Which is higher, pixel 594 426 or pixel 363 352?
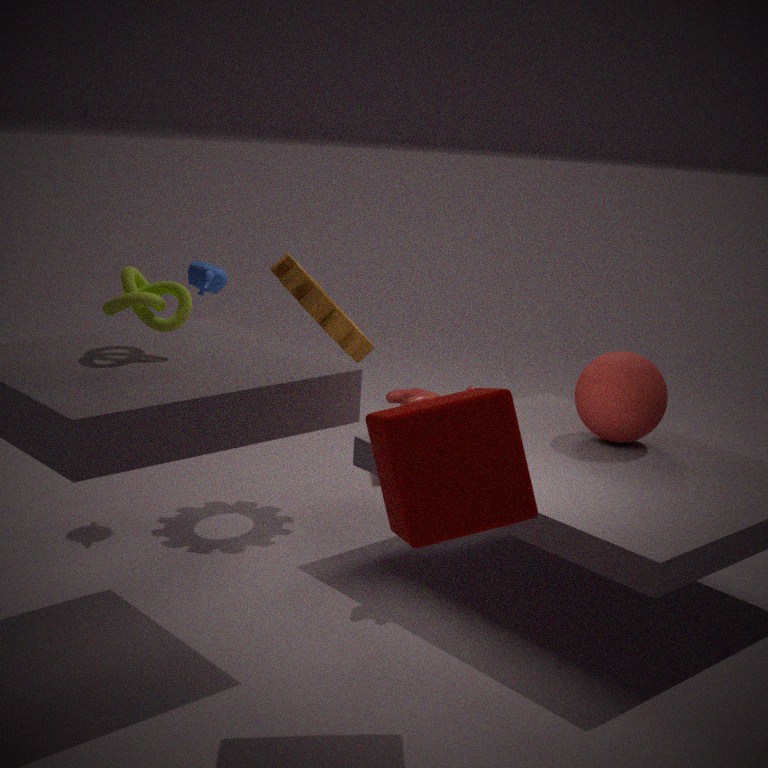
pixel 363 352
